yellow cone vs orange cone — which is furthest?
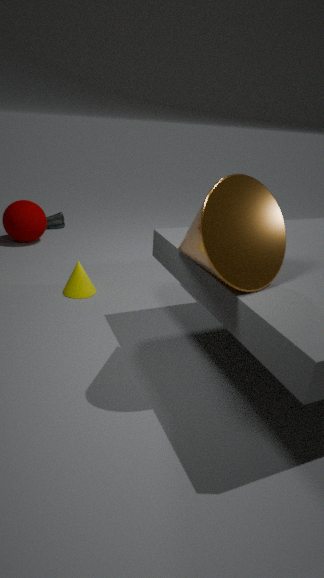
yellow cone
